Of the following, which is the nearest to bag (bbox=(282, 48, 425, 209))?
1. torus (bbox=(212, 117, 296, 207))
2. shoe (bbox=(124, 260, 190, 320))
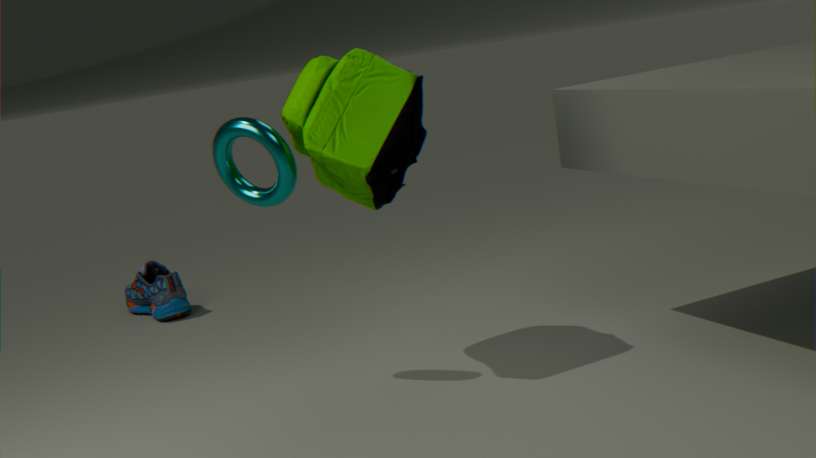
torus (bbox=(212, 117, 296, 207))
